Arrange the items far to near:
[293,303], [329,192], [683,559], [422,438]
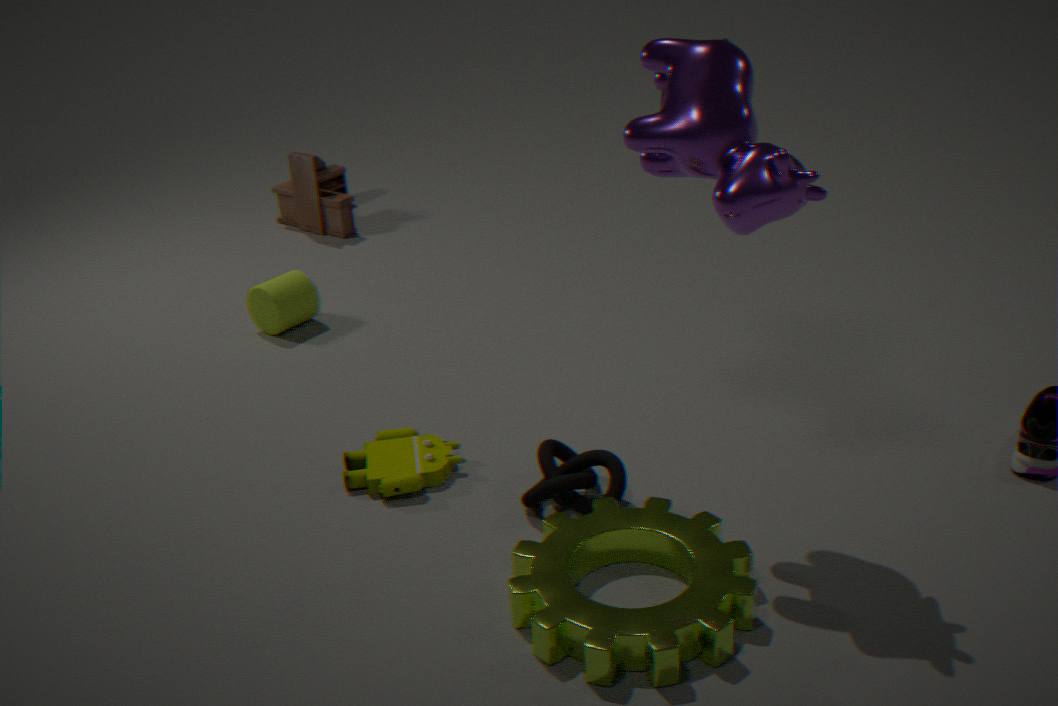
[329,192] < [293,303] < [422,438] < [683,559]
